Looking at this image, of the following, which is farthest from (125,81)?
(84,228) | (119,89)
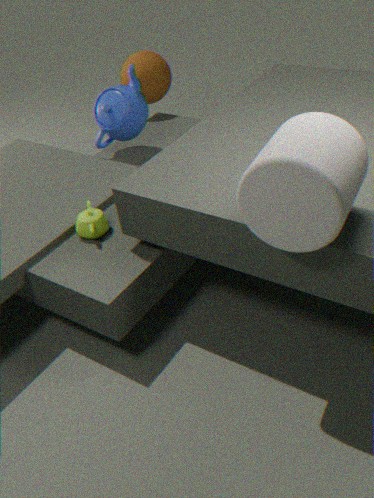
(84,228)
